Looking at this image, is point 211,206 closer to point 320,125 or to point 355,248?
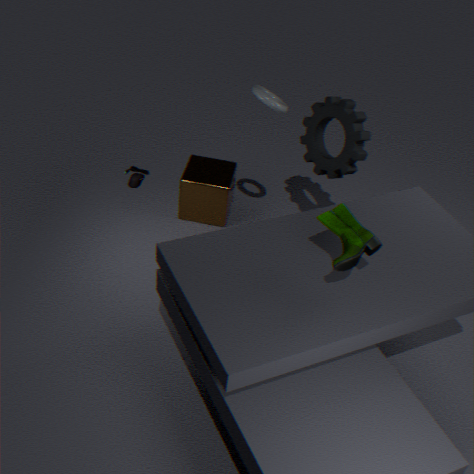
point 320,125
